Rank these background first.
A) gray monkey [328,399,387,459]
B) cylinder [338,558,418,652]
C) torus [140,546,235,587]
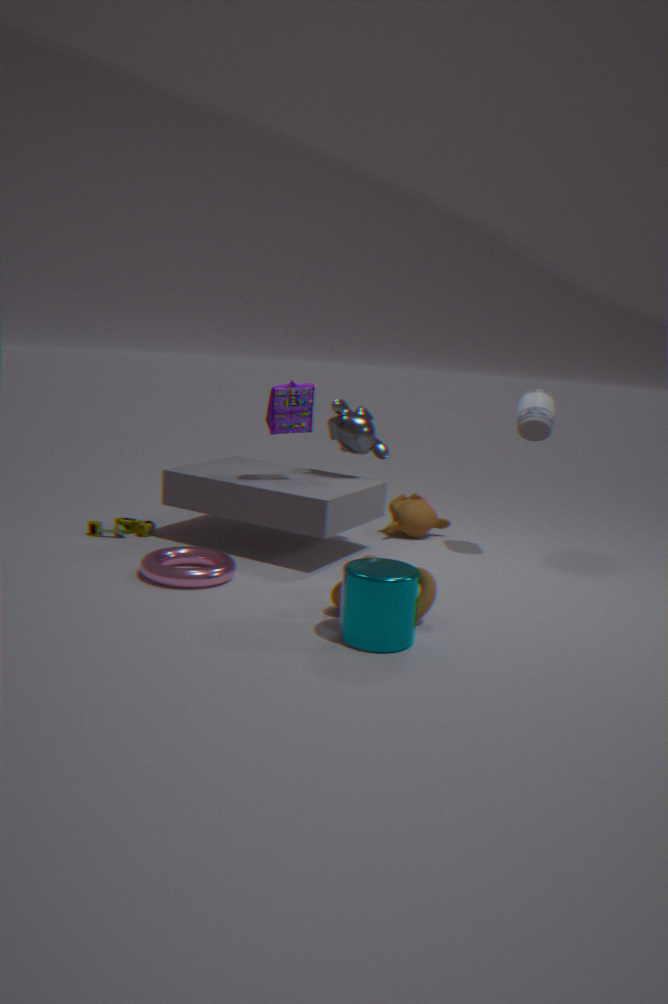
gray monkey [328,399,387,459] < torus [140,546,235,587] < cylinder [338,558,418,652]
